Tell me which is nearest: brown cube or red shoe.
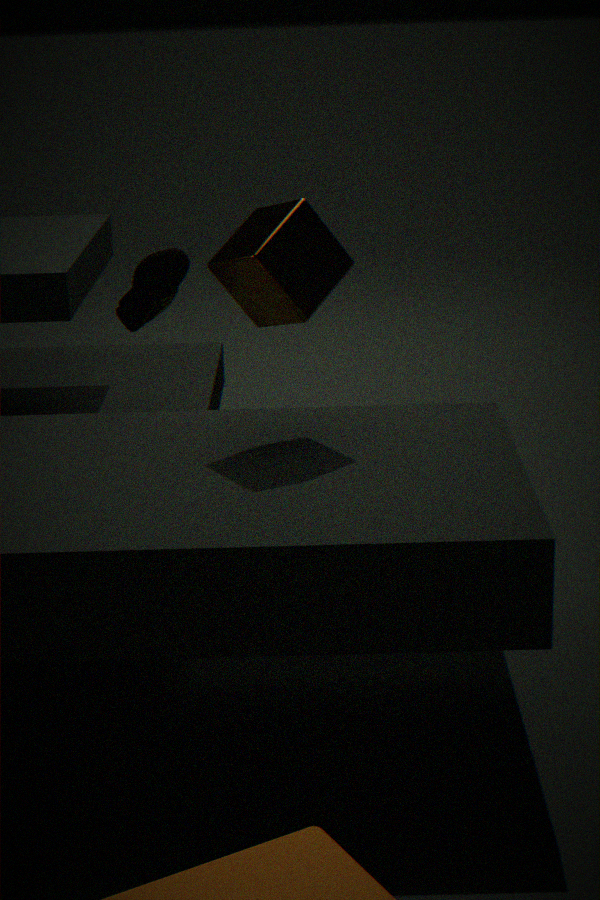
brown cube
